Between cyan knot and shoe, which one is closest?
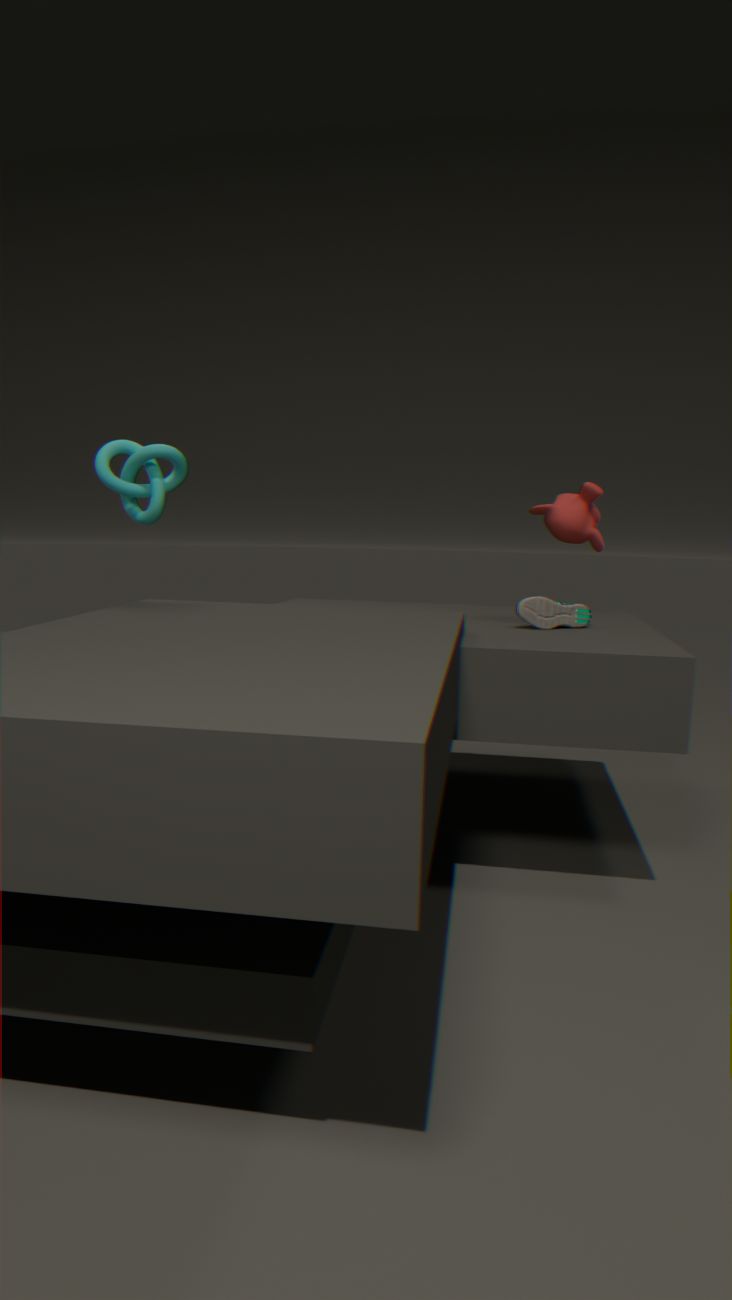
cyan knot
